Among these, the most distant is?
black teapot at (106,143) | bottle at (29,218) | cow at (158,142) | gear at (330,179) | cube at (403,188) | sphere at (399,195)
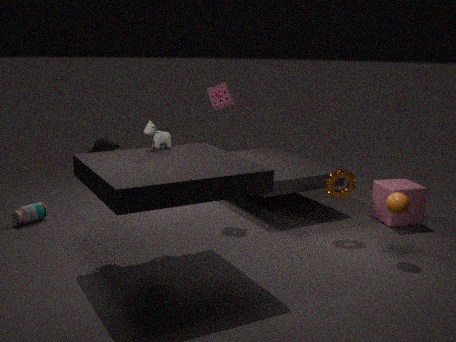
cube at (403,188)
